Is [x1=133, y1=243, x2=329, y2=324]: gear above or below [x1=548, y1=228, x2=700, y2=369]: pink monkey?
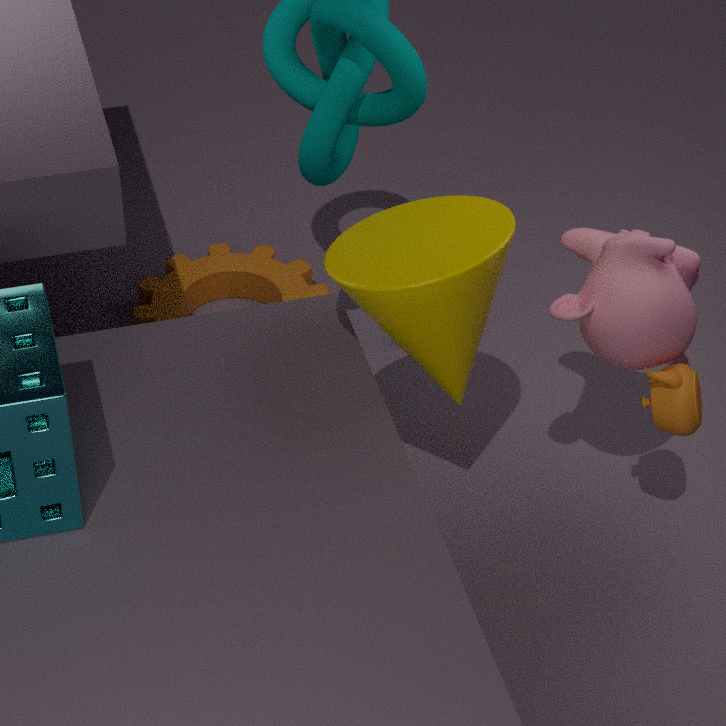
below
